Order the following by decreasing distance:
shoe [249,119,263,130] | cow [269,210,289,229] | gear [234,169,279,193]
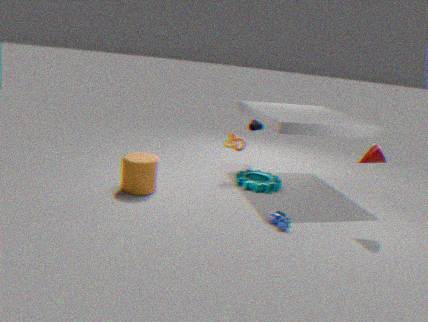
shoe [249,119,263,130] < gear [234,169,279,193] < cow [269,210,289,229]
